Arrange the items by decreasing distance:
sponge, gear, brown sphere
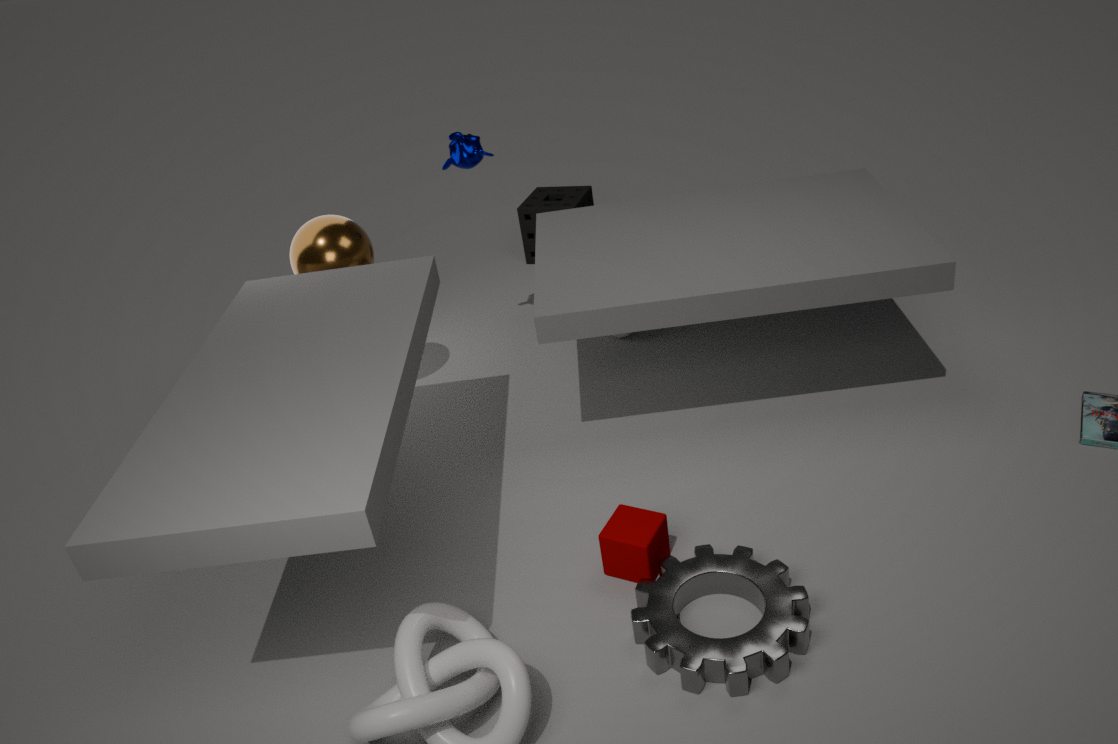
sponge → brown sphere → gear
